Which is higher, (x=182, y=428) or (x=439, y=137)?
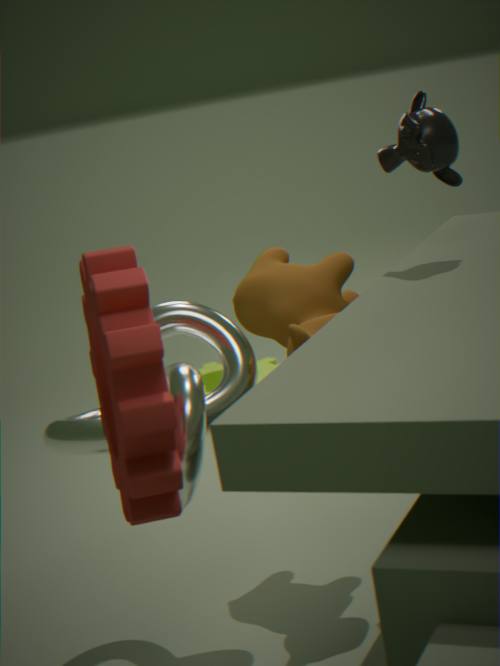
(x=439, y=137)
